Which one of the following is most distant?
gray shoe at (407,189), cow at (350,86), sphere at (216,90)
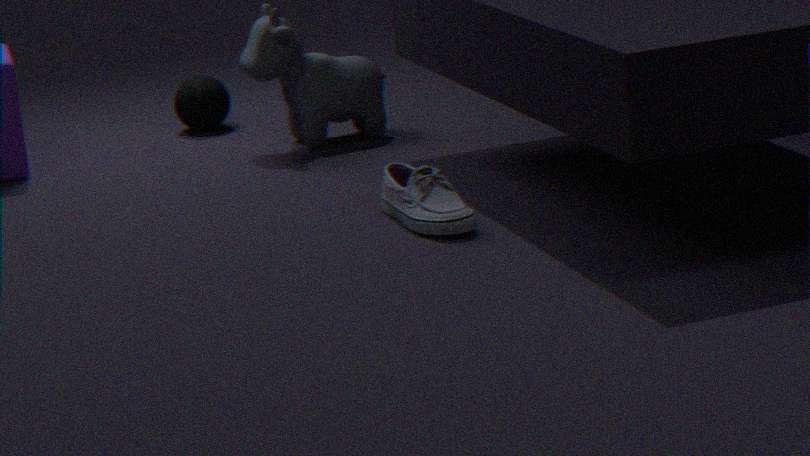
sphere at (216,90)
